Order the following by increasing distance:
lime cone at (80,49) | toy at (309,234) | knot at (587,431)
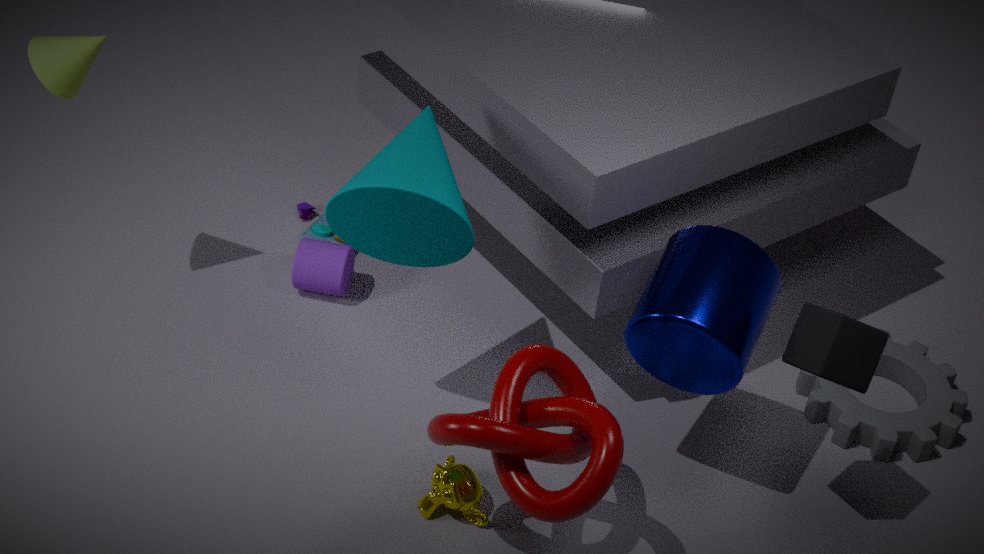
knot at (587,431) < lime cone at (80,49) < toy at (309,234)
